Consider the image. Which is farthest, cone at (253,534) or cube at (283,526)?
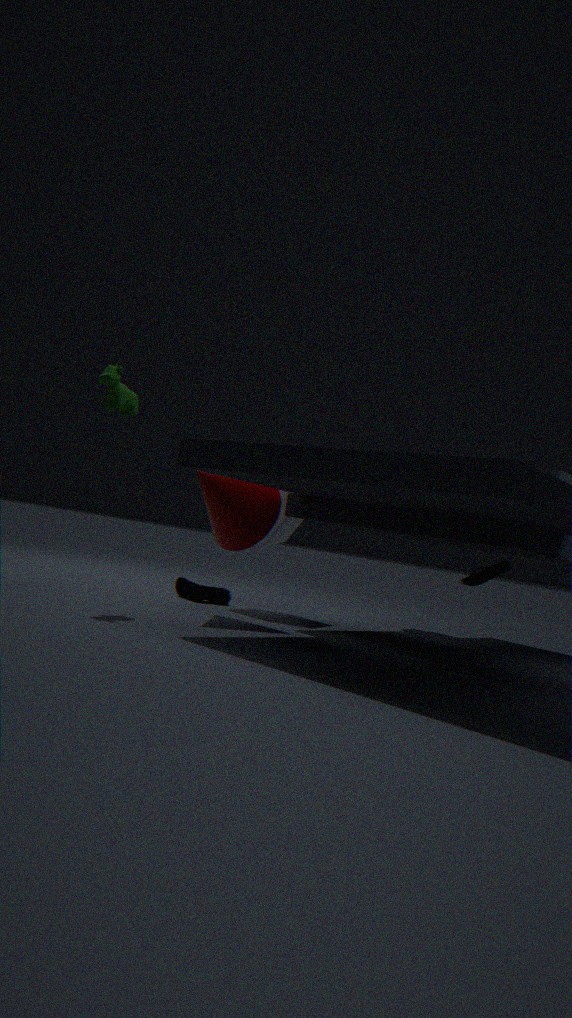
cube at (283,526)
